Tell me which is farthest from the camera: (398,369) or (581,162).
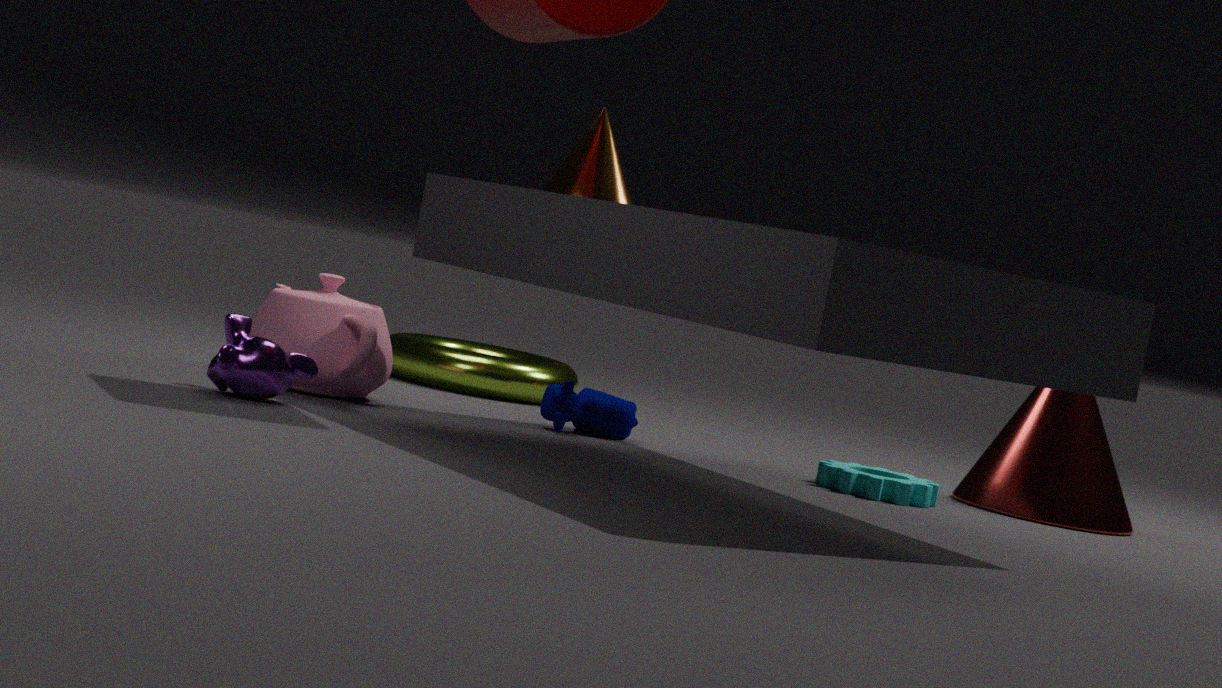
(398,369)
